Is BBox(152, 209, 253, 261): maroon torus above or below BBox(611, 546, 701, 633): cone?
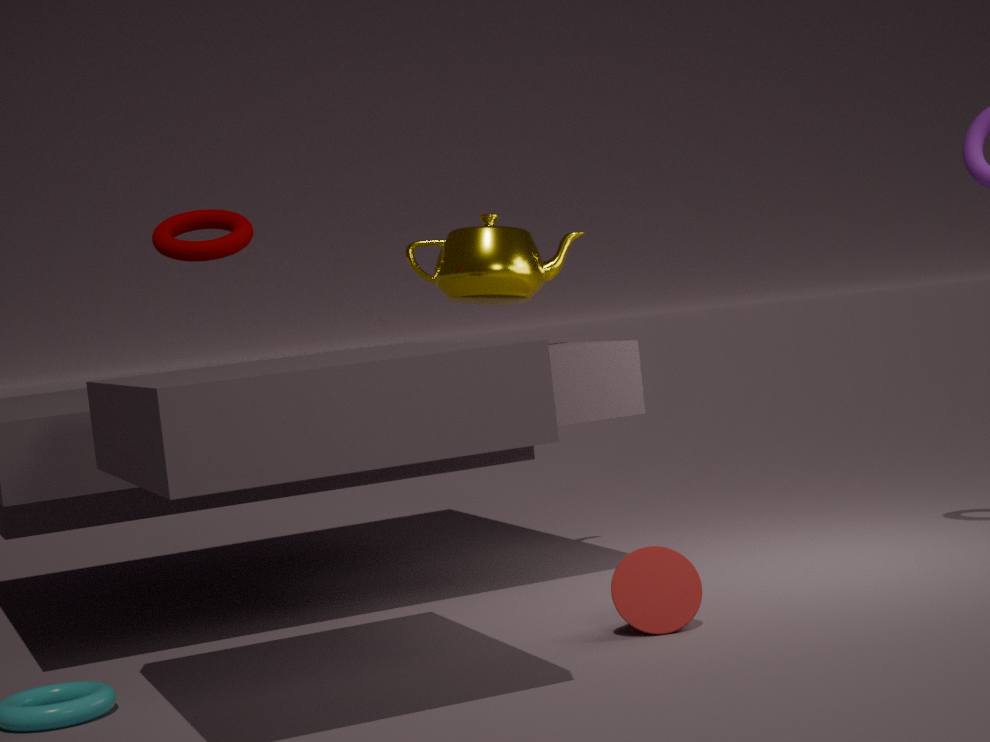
above
